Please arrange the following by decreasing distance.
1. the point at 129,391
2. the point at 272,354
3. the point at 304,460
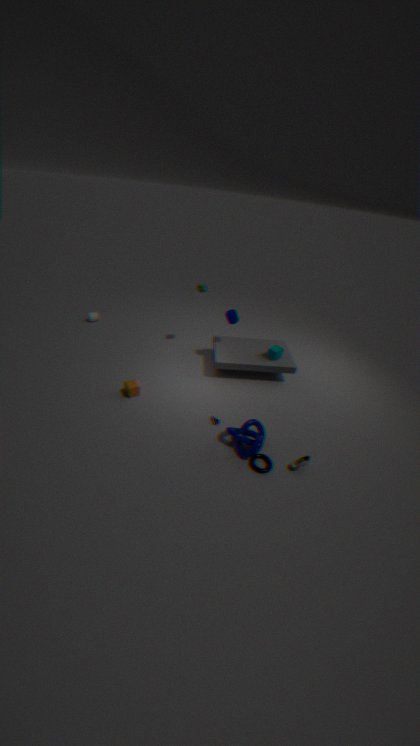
the point at 272,354, the point at 129,391, the point at 304,460
